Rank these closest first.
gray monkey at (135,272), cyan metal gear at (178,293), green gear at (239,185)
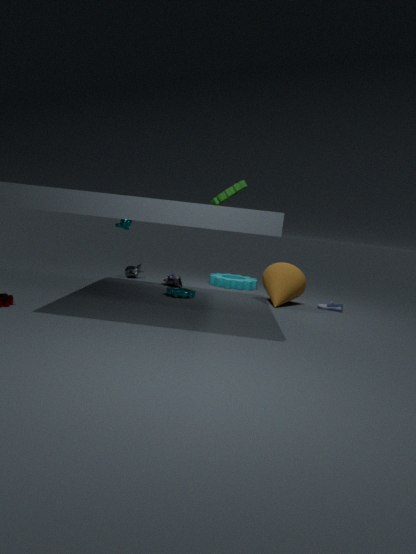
green gear at (239,185), cyan metal gear at (178,293), gray monkey at (135,272)
